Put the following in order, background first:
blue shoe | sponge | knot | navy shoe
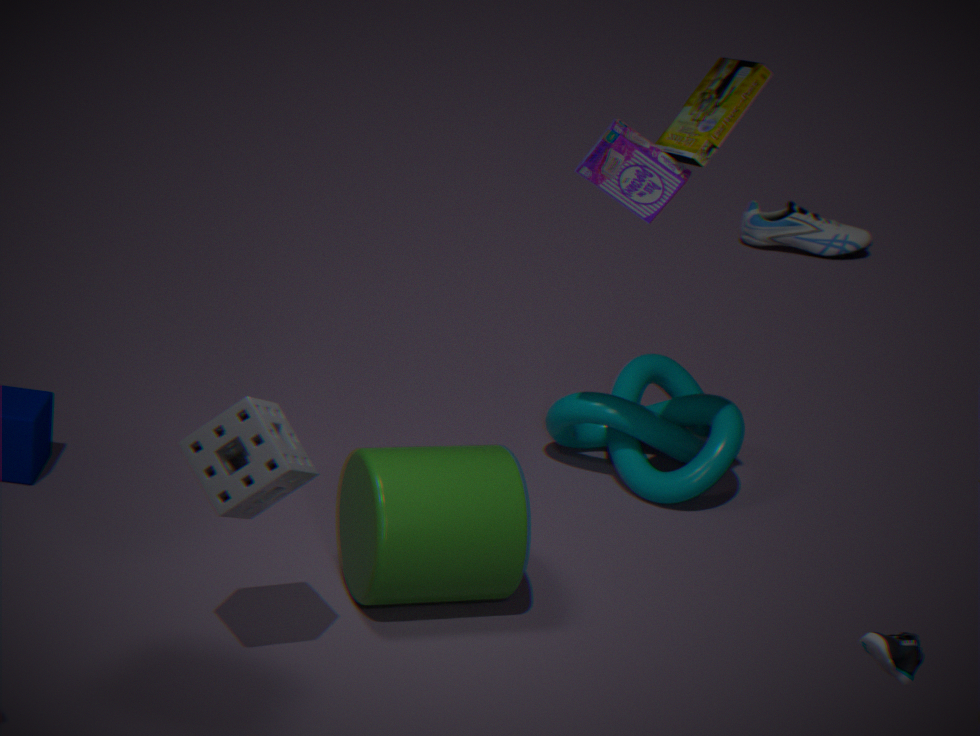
blue shoe, knot, sponge, navy shoe
